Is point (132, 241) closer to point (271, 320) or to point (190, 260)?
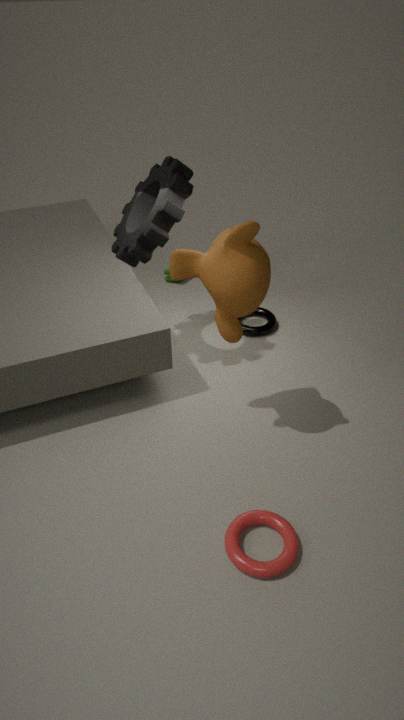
point (190, 260)
